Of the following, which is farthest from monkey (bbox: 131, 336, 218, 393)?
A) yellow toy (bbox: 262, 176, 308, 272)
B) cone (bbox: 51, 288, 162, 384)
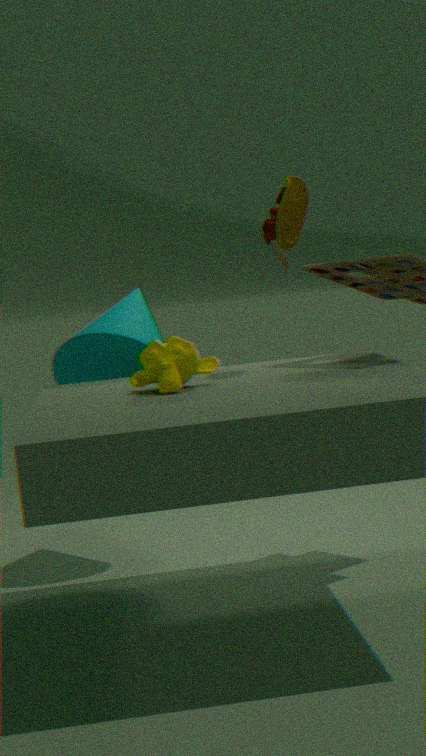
cone (bbox: 51, 288, 162, 384)
